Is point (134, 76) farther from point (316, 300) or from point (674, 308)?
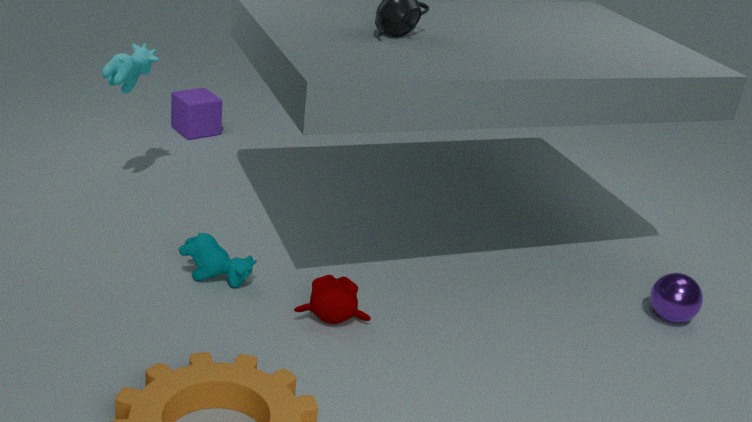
point (674, 308)
